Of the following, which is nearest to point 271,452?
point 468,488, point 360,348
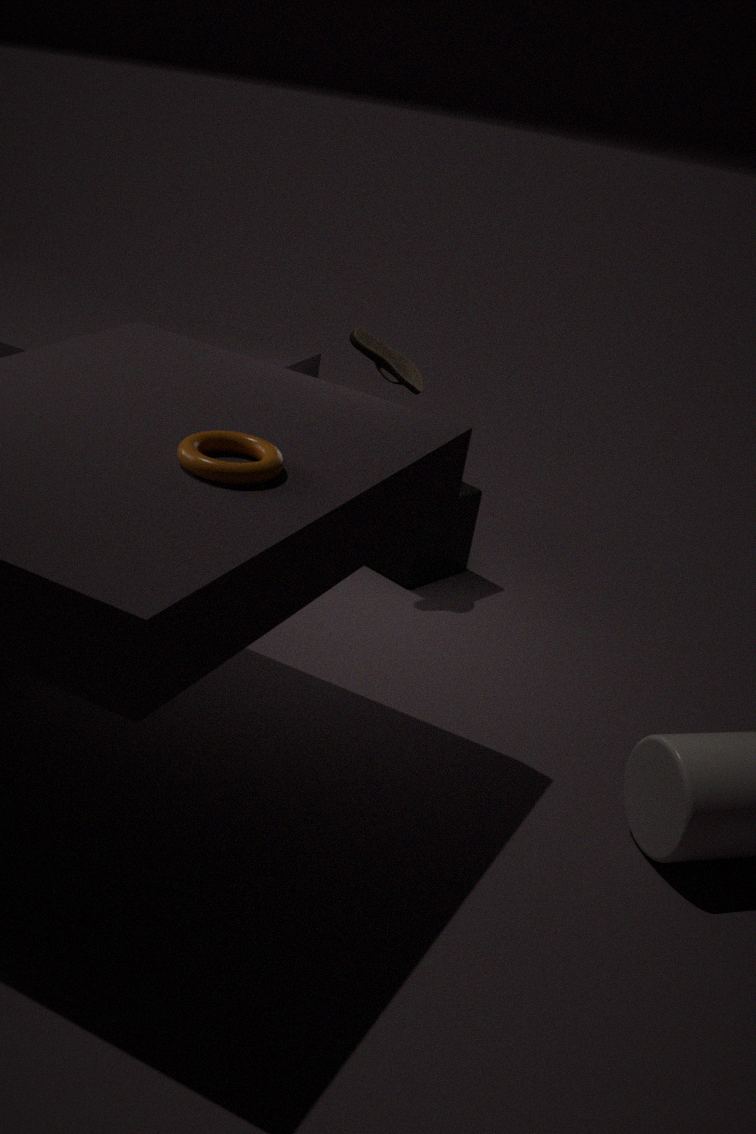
point 360,348
